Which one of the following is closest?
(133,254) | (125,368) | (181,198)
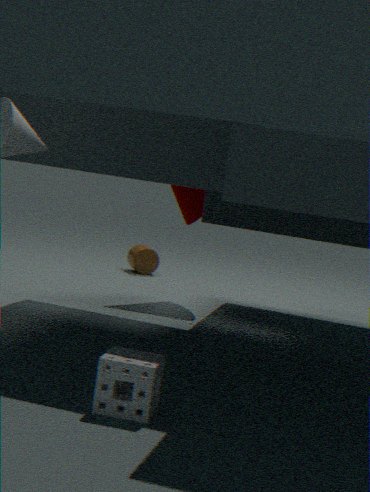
(125,368)
